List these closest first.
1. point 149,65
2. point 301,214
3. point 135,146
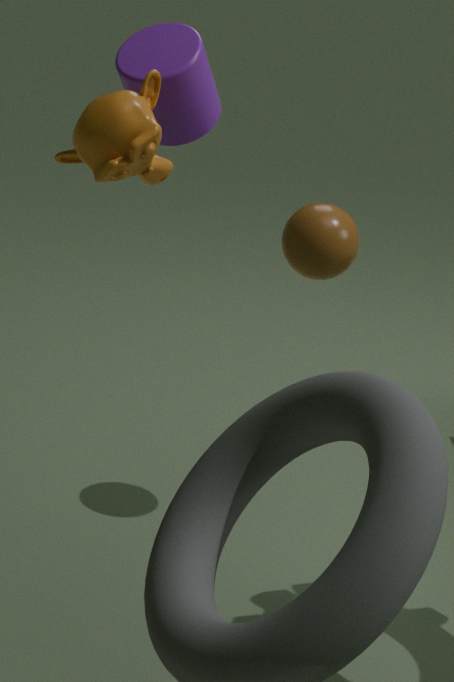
1. point 135,146
2. point 149,65
3. point 301,214
